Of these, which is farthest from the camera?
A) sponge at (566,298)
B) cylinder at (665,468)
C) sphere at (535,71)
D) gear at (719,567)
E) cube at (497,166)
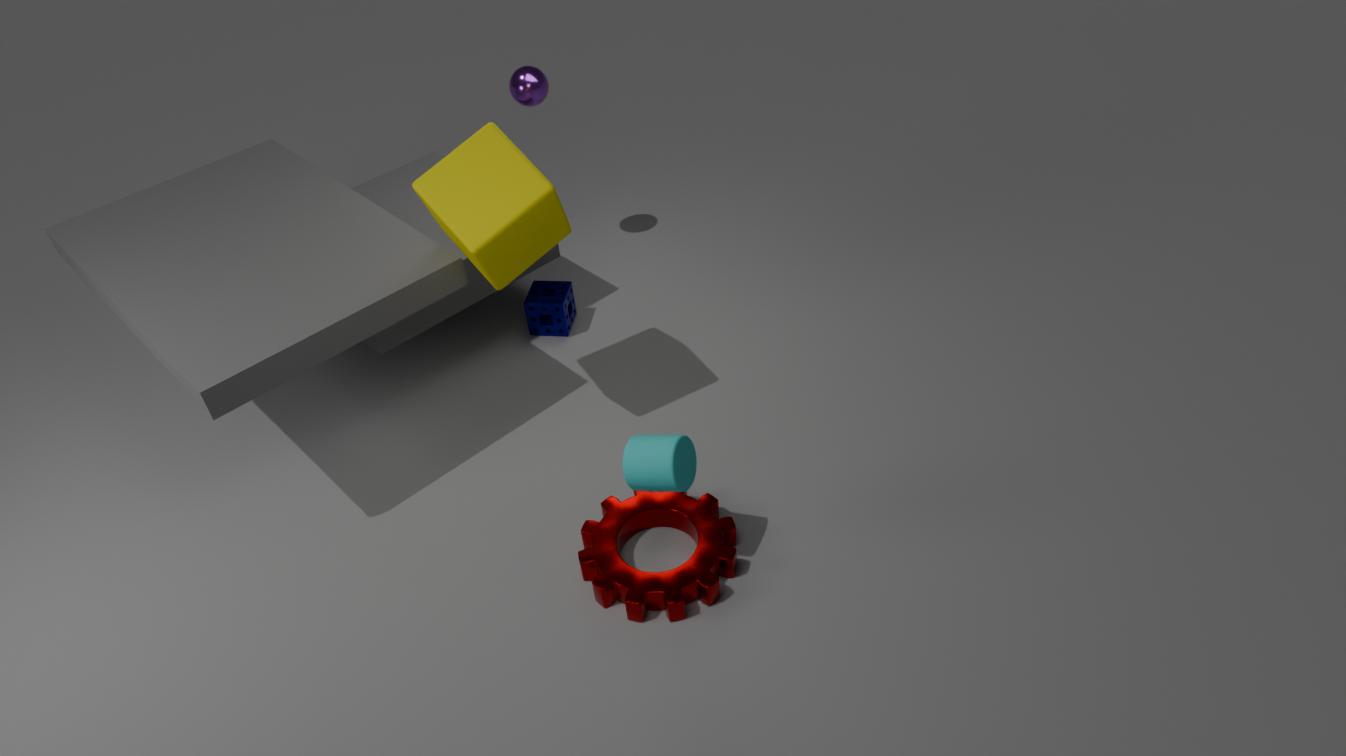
sphere at (535,71)
